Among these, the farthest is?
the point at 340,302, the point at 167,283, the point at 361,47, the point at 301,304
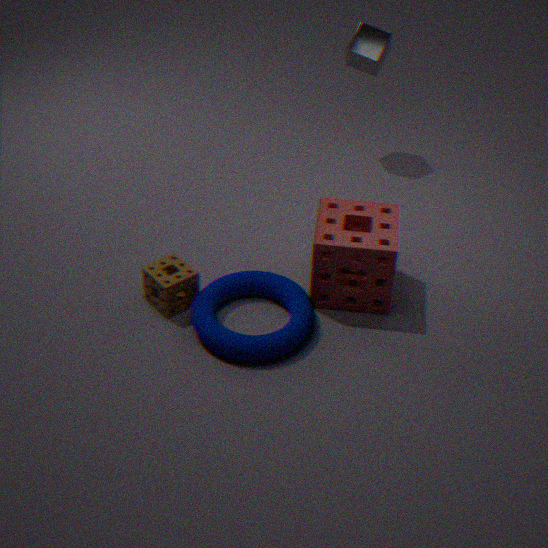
the point at 361,47
